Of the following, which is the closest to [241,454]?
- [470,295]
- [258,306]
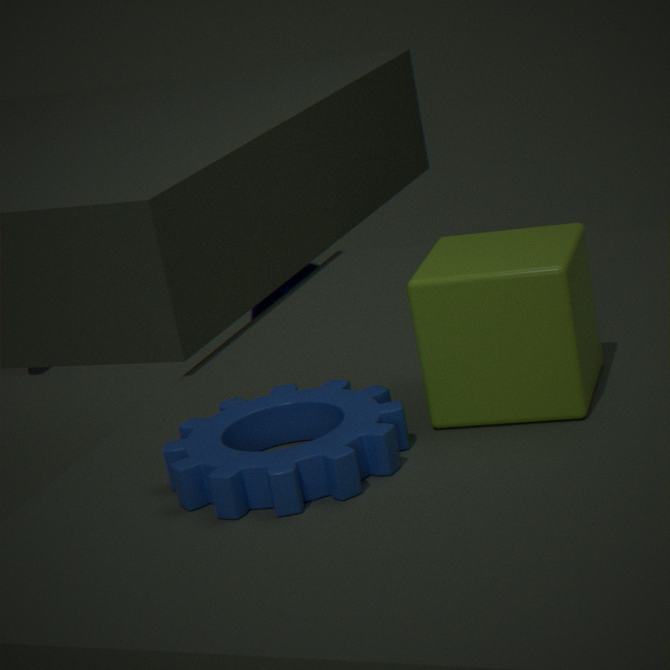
[470,295]
